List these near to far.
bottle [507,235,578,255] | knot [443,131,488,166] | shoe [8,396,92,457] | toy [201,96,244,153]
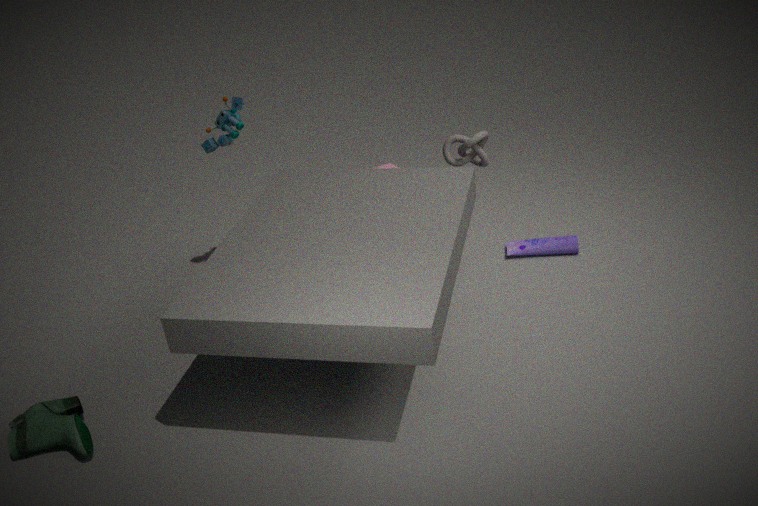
shoe [8,396,92,457] → toy [201,96,244,153] → knot [443,131,488,166] → bottle [507,235,578,255]
